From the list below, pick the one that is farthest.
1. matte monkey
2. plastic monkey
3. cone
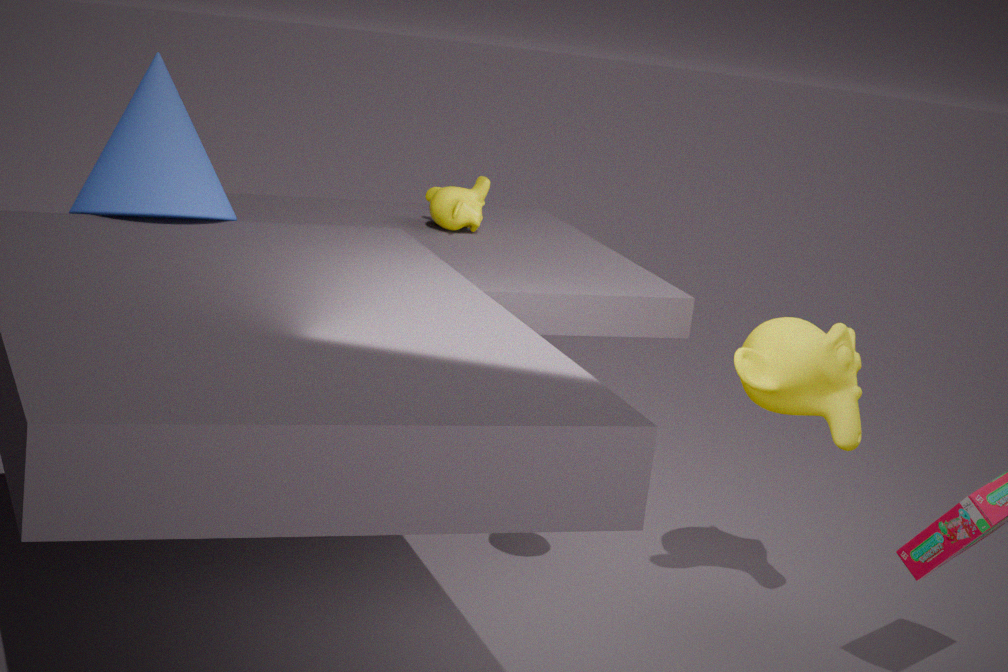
plastic monkey
